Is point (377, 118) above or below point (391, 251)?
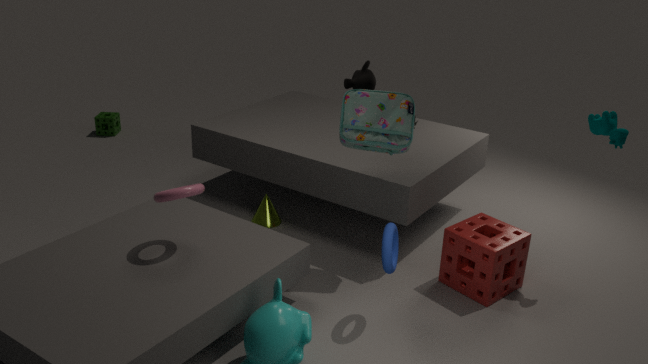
above
